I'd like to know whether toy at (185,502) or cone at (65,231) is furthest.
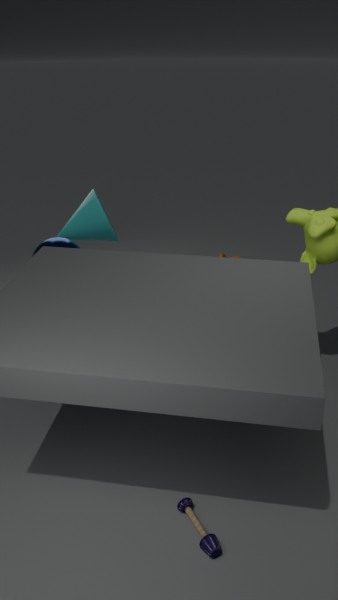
cone at (65,231)
